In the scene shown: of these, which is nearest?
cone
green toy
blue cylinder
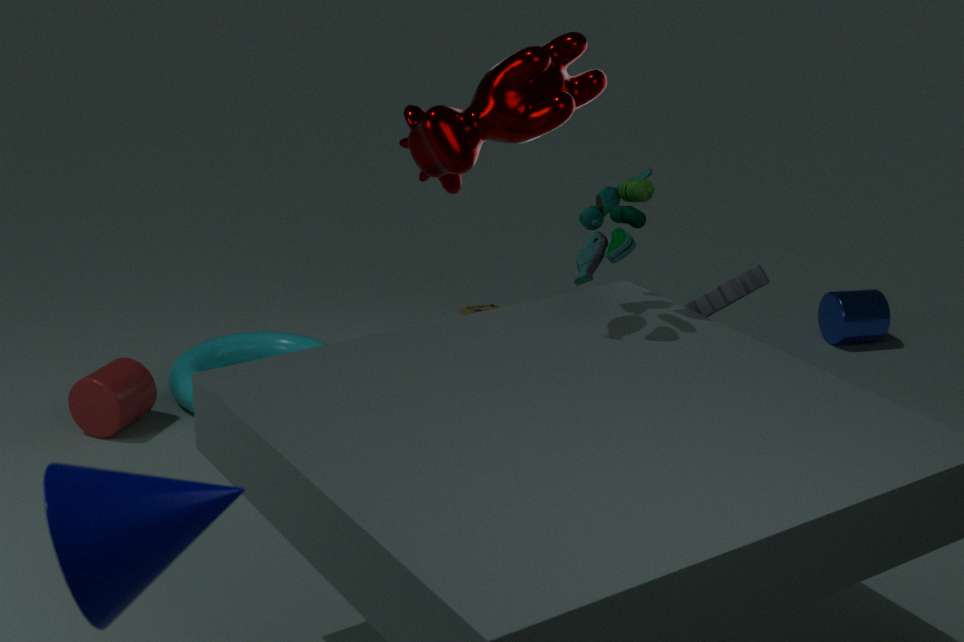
cone
